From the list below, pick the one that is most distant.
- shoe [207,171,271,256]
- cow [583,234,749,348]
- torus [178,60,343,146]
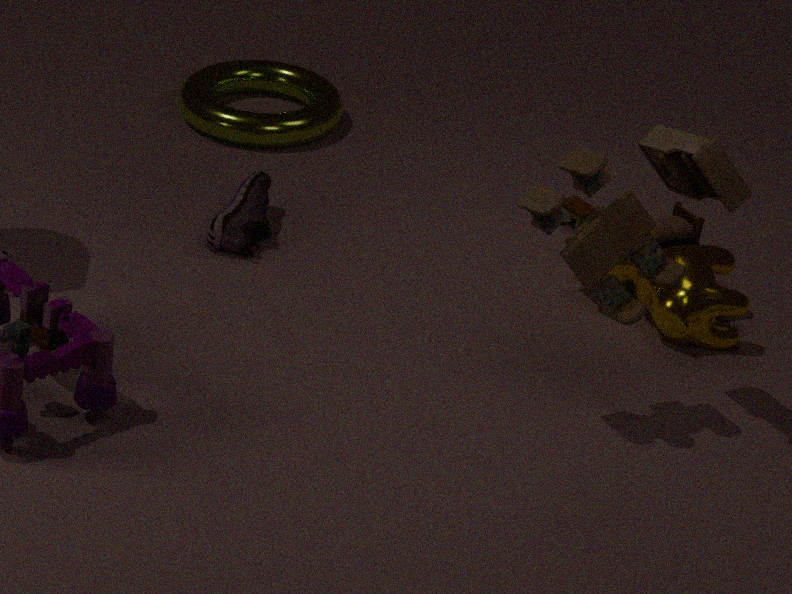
torus [178,60,343,146]
